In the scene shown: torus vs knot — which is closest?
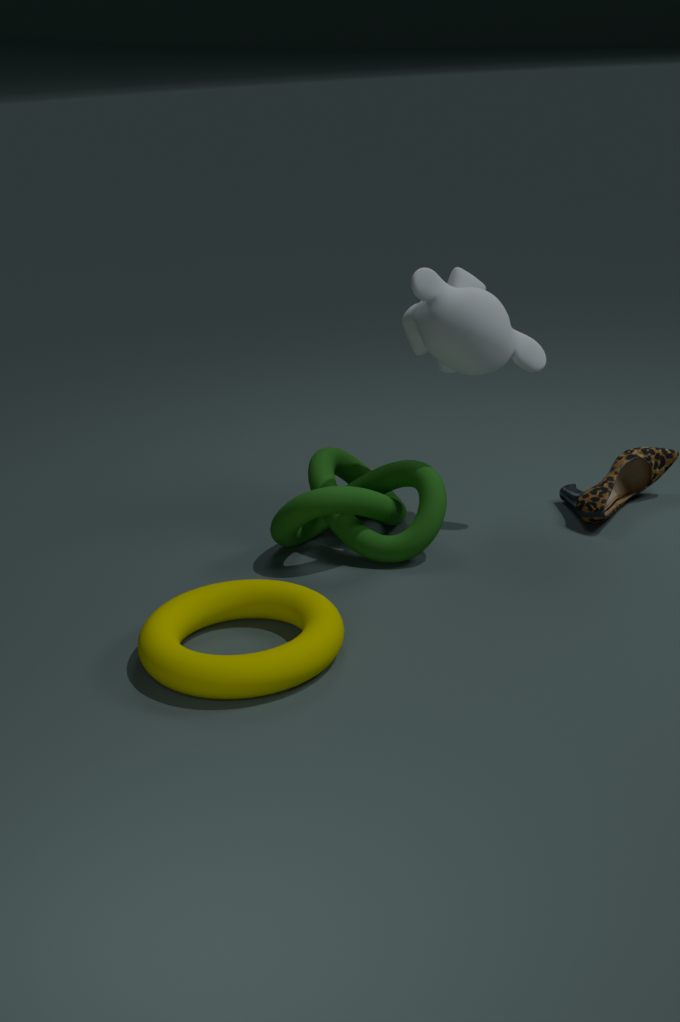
torus
